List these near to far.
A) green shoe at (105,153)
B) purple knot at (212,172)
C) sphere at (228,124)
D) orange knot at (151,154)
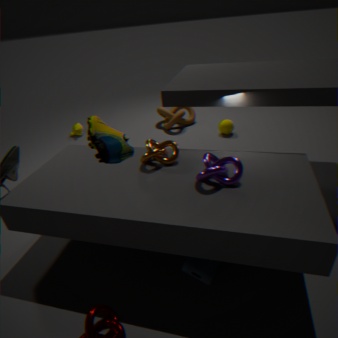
1. green shoe at (105,153)
2. purple knot at (212,172)
3. orange knot at (151,154)
4. sphere at (228,124)
